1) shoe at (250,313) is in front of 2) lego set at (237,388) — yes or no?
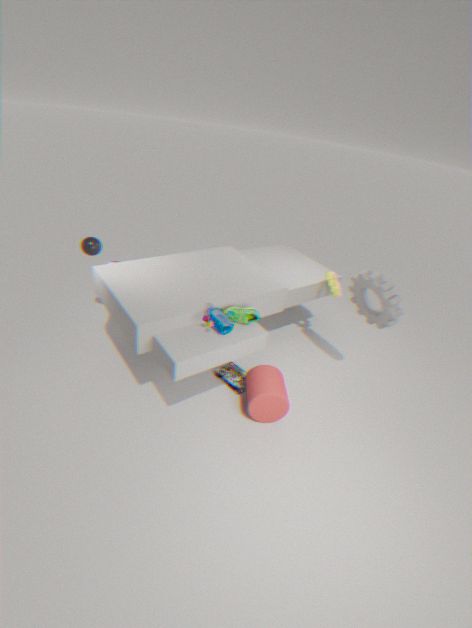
Yes
